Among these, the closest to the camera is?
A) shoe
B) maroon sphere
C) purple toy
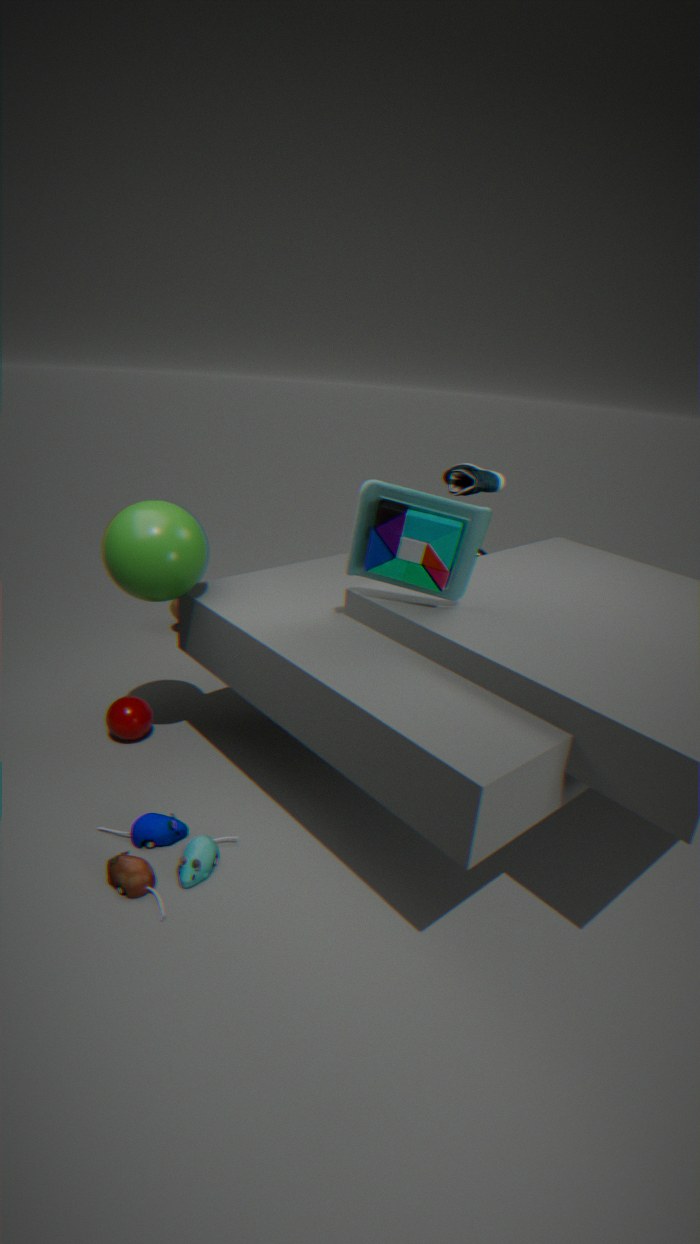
purple toy
